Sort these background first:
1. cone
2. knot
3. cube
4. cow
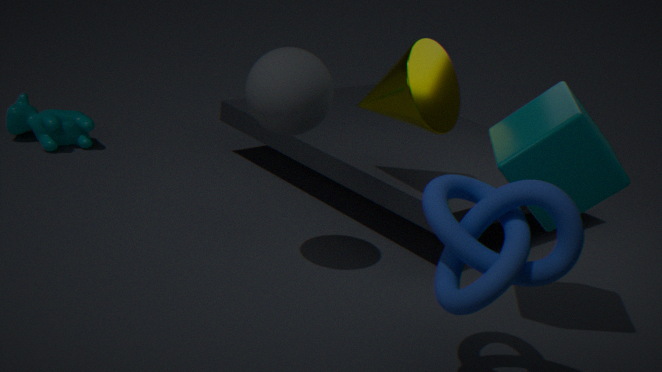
cow → cone → cube → knot
